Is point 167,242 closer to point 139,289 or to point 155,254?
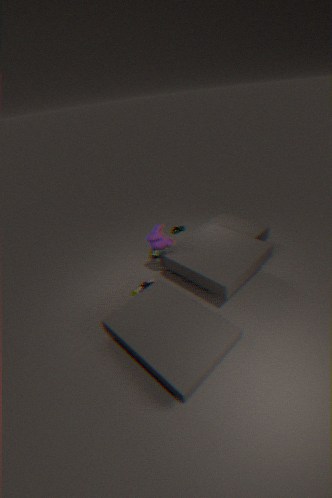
point 139,289
